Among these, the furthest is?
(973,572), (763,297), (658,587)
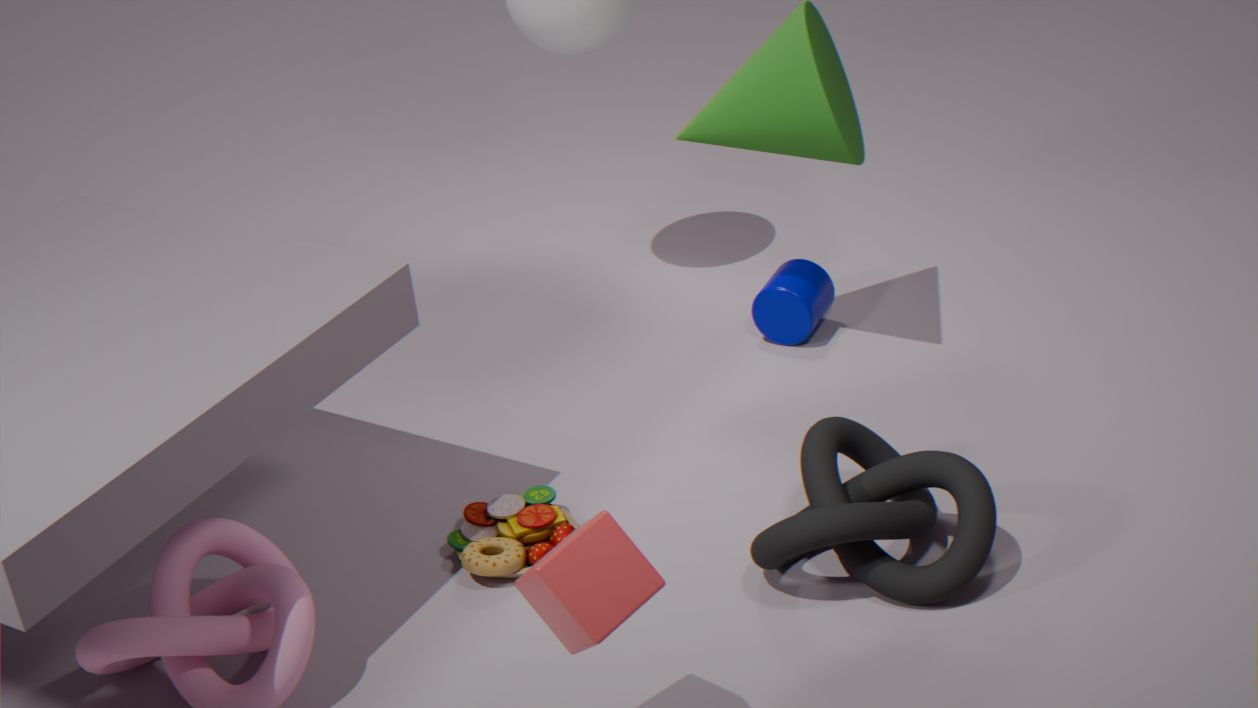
(763,297)
